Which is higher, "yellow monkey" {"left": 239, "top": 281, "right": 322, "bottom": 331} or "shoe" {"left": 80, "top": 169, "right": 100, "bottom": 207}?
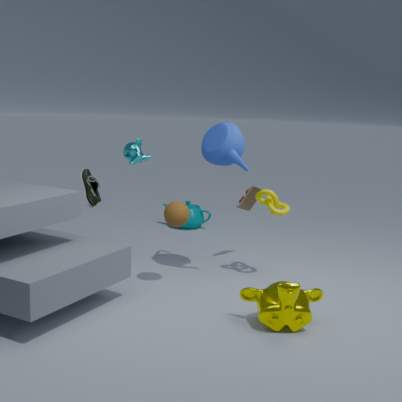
"shoe" {"left": 80, "top": 169, "right": 100, "bottom": 207}
